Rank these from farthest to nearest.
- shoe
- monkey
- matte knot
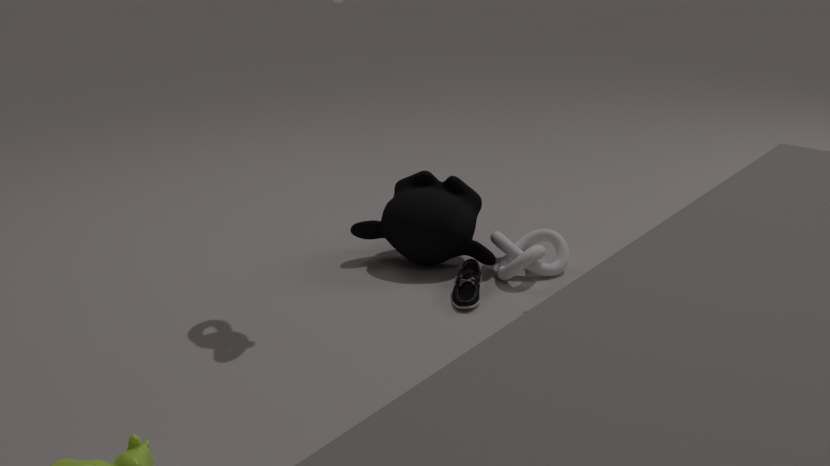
monkey → matte knot → shoe
